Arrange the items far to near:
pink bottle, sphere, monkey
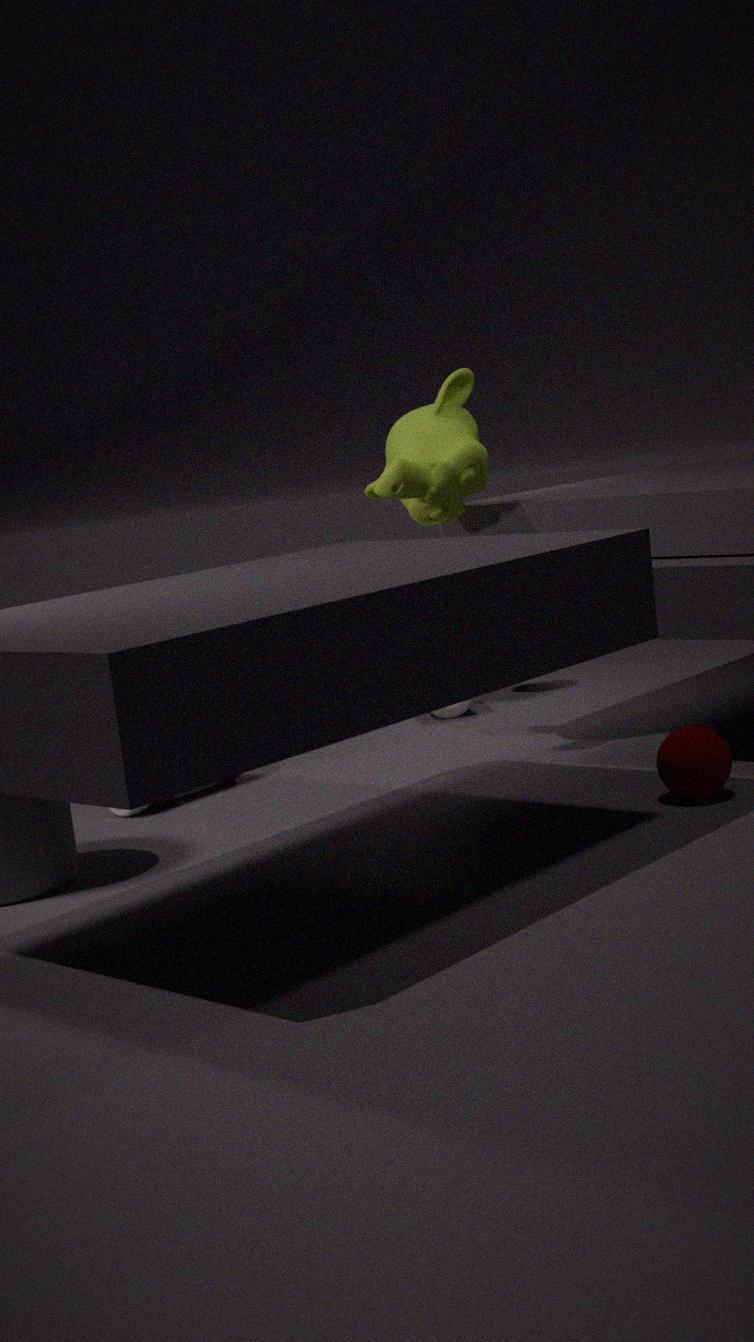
pink bottle, monkey, sphere
